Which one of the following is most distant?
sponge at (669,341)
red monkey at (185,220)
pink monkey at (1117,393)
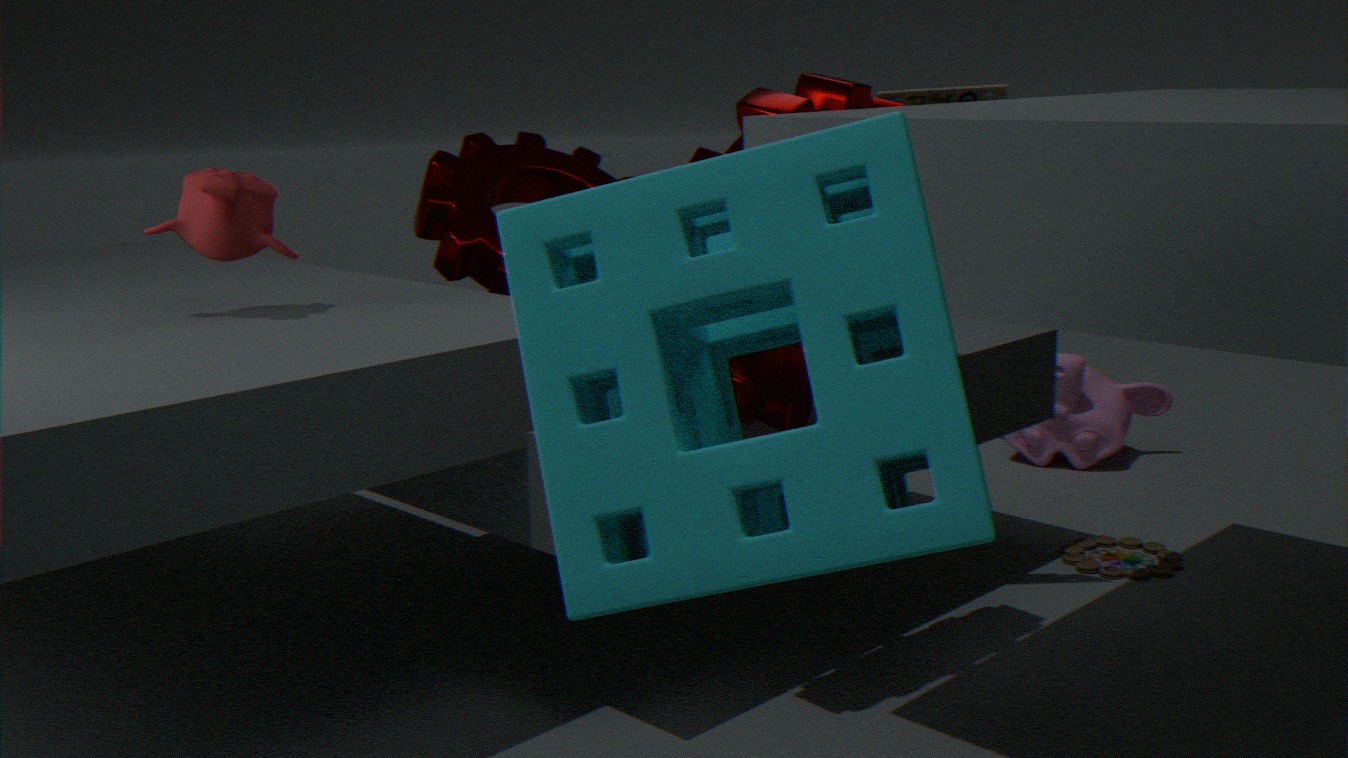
pink monkey at (1117,393)
